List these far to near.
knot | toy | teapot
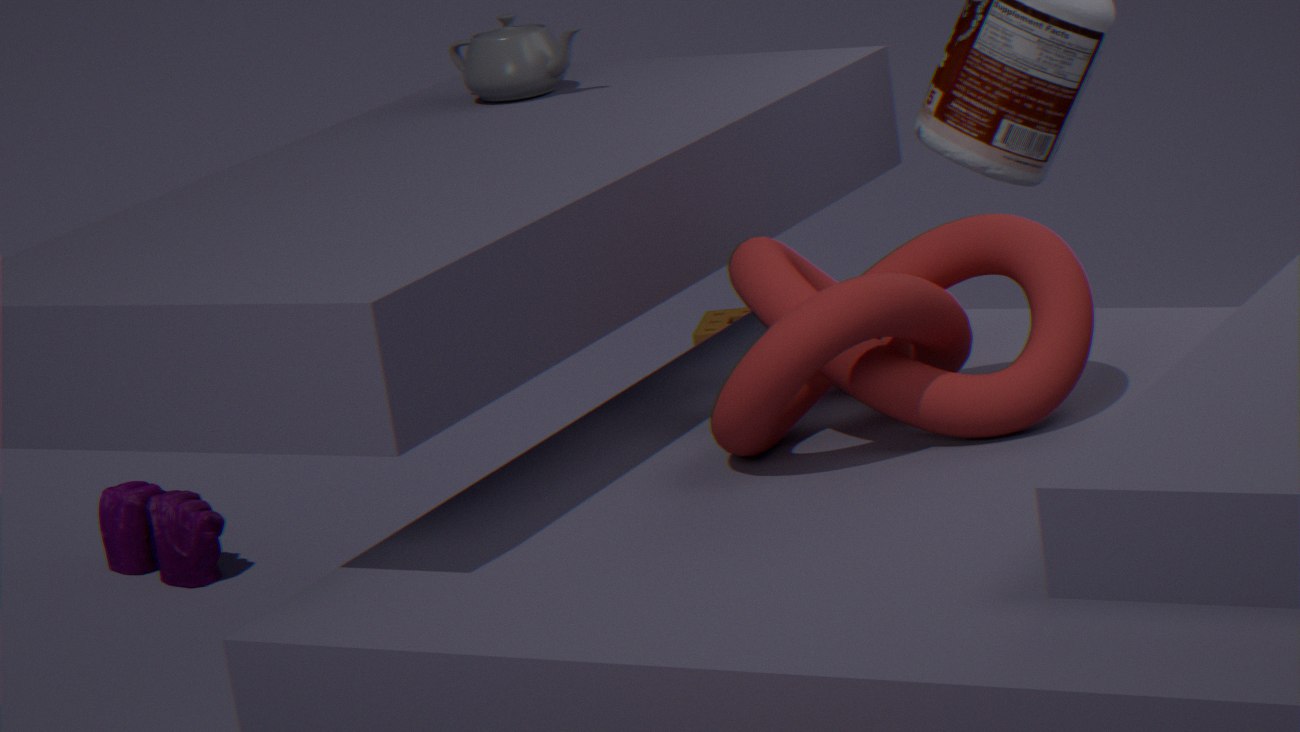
toy, teapot, knot
